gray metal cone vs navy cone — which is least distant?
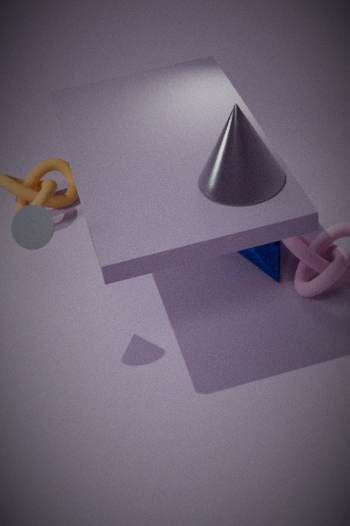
gray metal cone
